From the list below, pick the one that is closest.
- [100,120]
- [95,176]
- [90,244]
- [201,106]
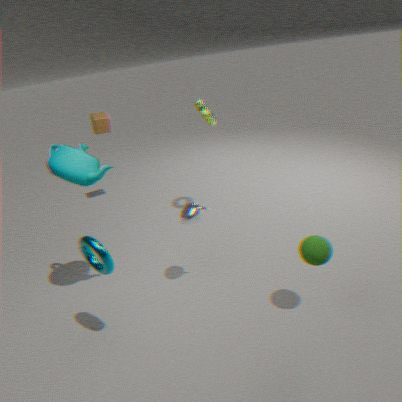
[90,244]
